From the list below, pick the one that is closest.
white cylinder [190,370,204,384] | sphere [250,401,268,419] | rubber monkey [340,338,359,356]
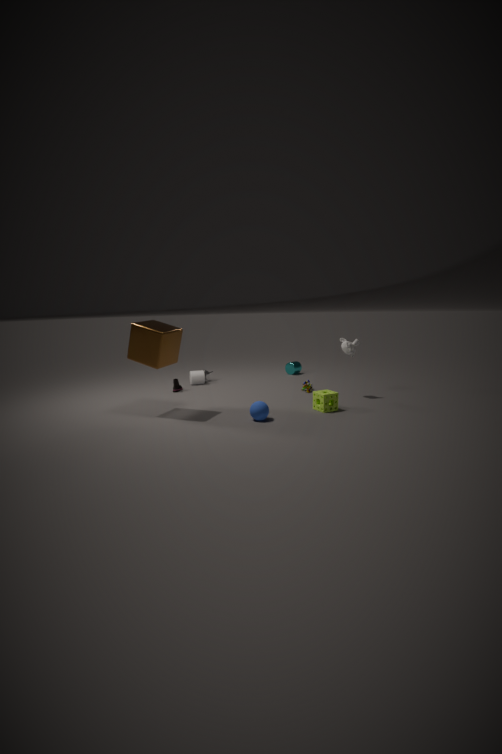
sphere [250,401,268,419]
